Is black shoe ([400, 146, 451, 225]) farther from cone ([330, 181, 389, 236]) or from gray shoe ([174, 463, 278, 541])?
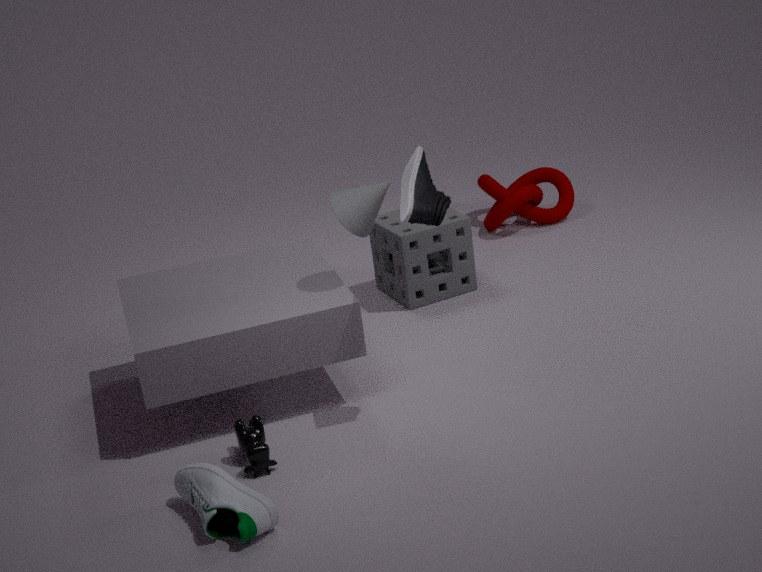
gray shoe ([174, 463, 278, 541])
